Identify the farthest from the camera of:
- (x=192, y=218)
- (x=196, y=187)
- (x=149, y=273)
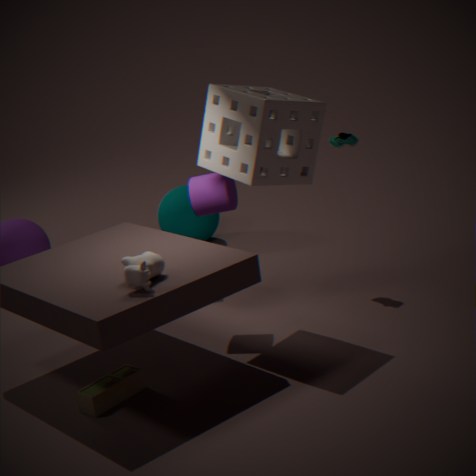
(x=192, y=218)
